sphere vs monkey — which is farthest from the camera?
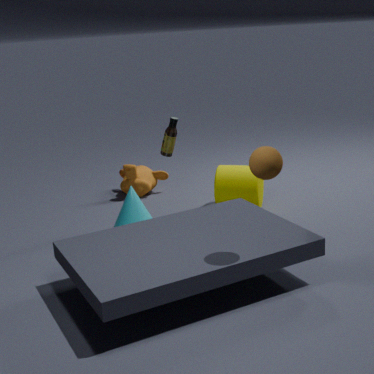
monkey
